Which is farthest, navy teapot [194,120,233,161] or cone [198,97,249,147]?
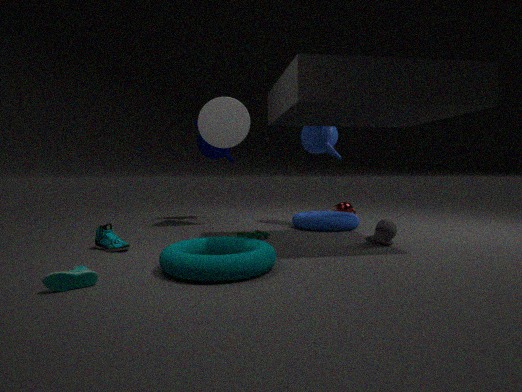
navy teapot [194,120,233,161]
